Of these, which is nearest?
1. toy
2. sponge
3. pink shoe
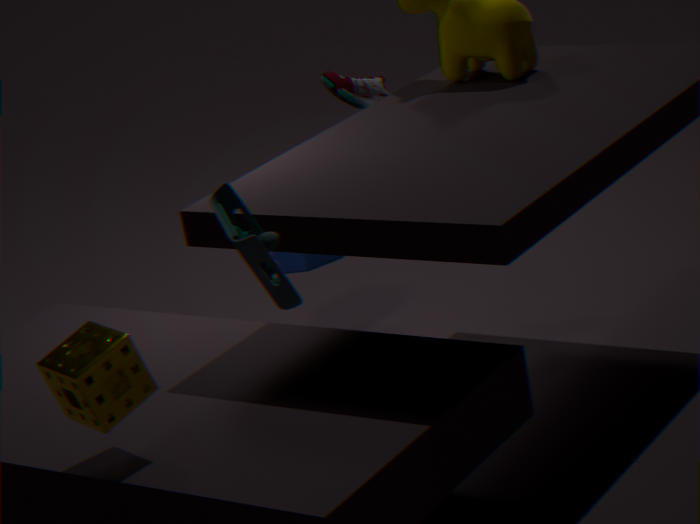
toy
